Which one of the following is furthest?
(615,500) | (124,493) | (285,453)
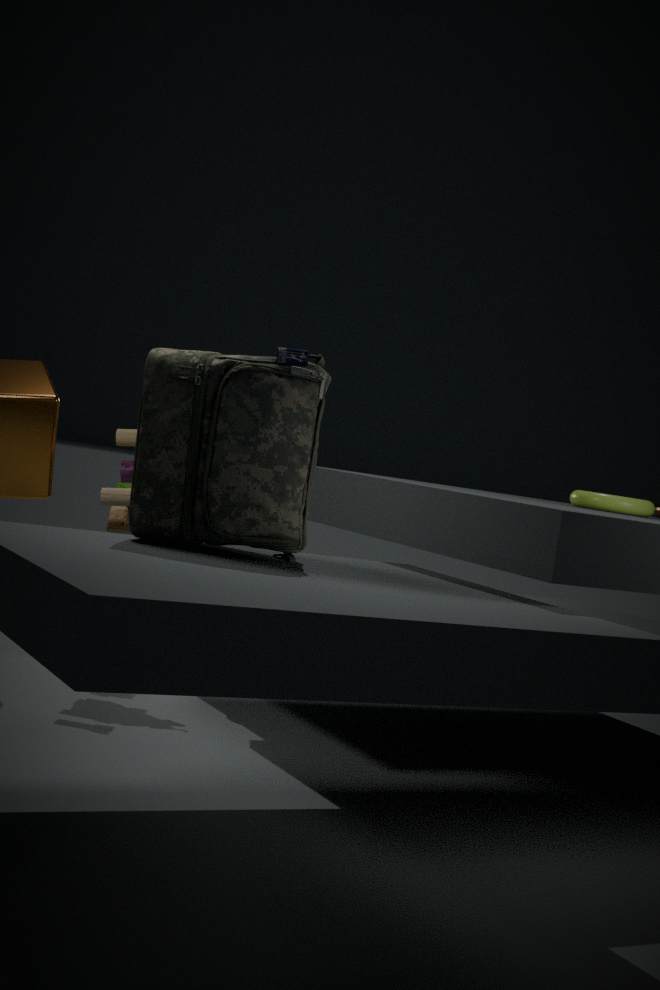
(124,493)
